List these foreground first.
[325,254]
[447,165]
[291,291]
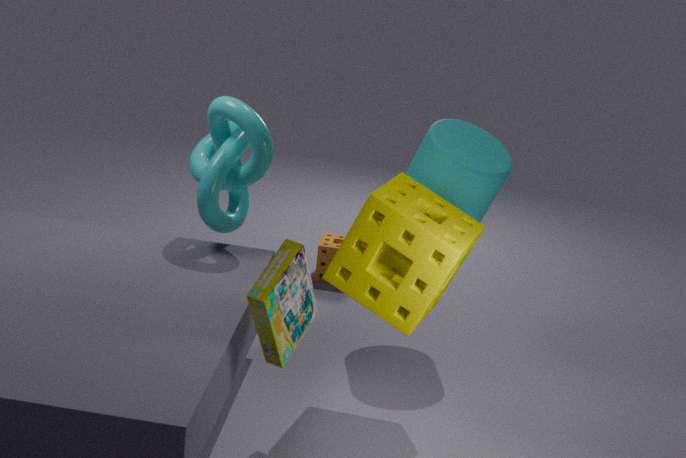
[291,291] → [447,165] → [325,254]
